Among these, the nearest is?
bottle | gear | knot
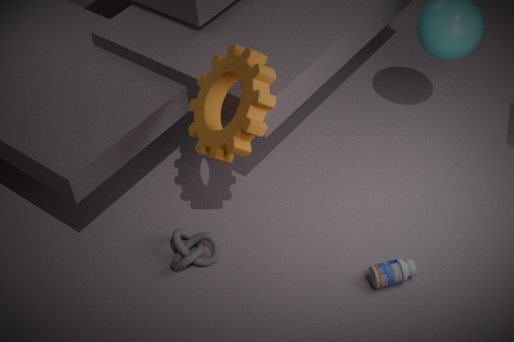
gear
